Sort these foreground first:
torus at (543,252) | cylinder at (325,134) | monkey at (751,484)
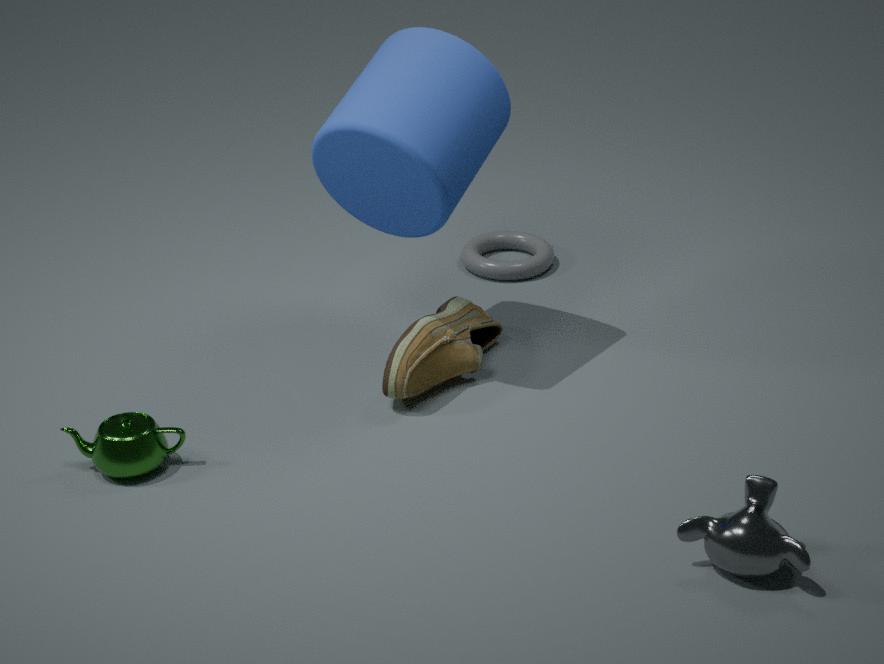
1. monkey at (751,484)
2. cylinder at (325,134)
3. torus at (543,252)
